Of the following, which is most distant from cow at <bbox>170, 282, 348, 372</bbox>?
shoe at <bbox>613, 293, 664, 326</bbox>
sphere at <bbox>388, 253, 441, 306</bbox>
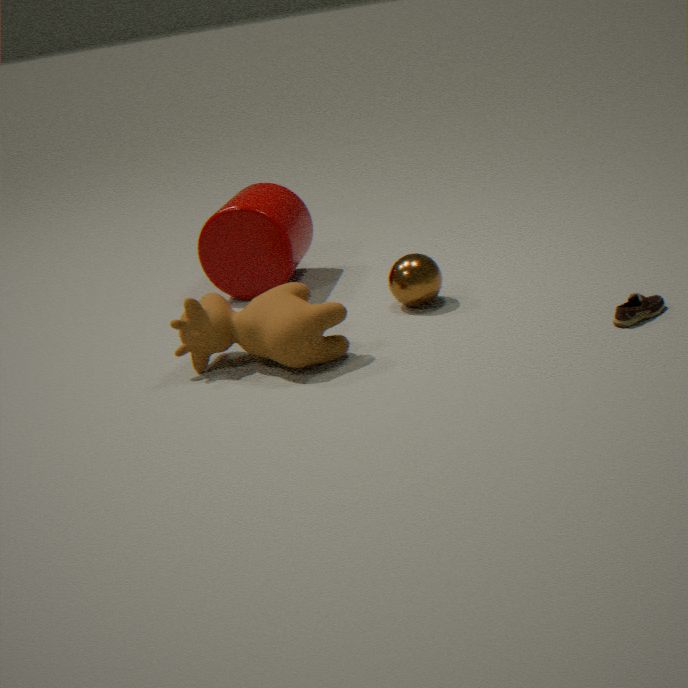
shoe at <bbox>613, 293, 664, 326</bbox>
